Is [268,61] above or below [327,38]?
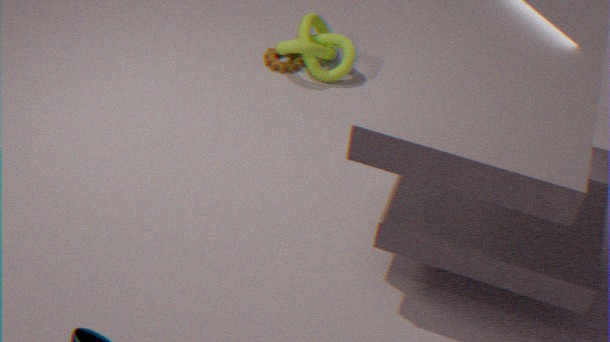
below
